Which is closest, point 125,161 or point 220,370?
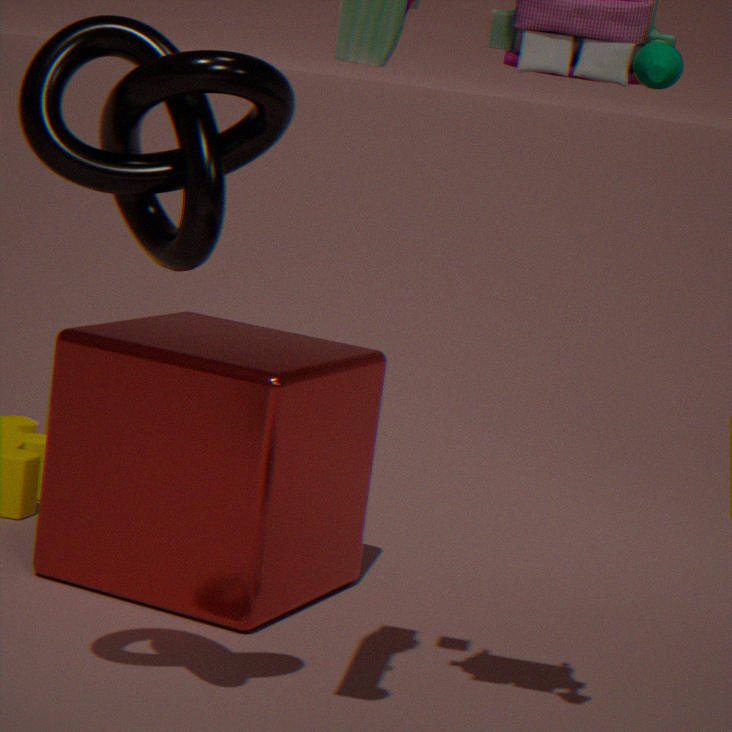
point 125,161
